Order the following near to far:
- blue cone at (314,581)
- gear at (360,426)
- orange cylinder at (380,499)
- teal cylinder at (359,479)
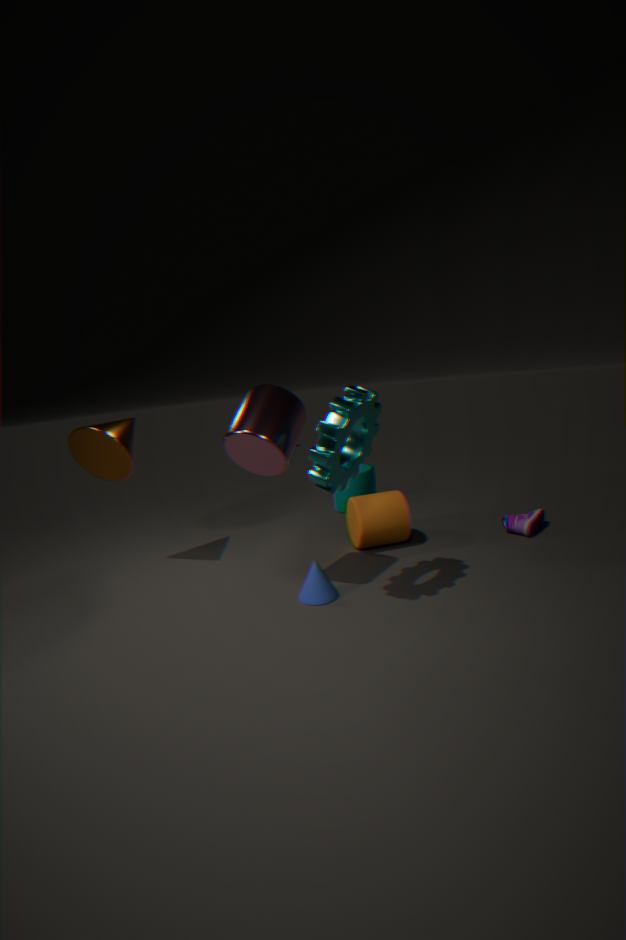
gear at (360,426) → blue cone at (314,581) → orange cylinder at (380,499) → teal cylinder at (359,479)
